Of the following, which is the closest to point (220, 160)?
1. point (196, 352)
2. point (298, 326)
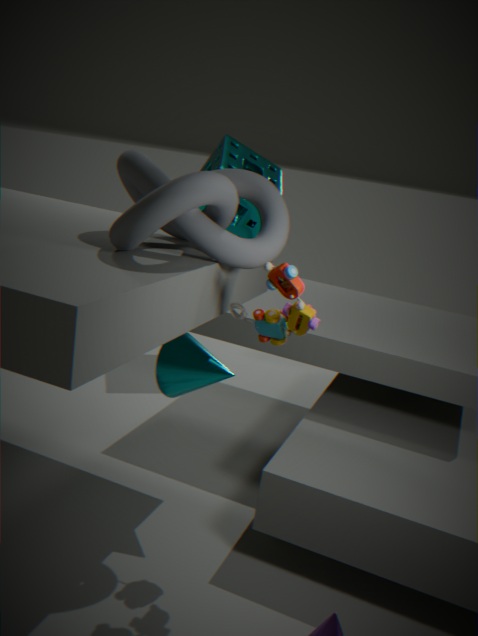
point (196, 352)
